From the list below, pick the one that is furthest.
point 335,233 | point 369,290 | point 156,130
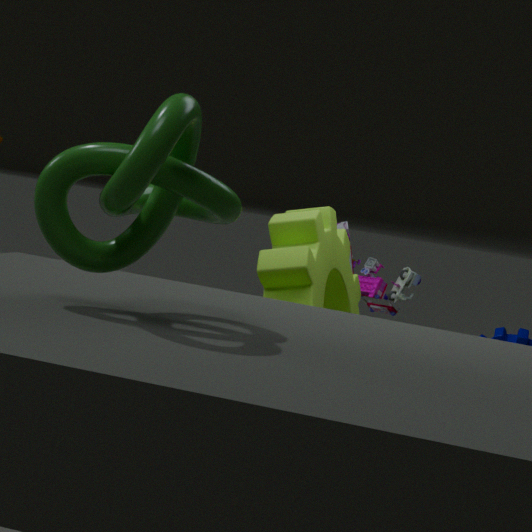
point 369,290
